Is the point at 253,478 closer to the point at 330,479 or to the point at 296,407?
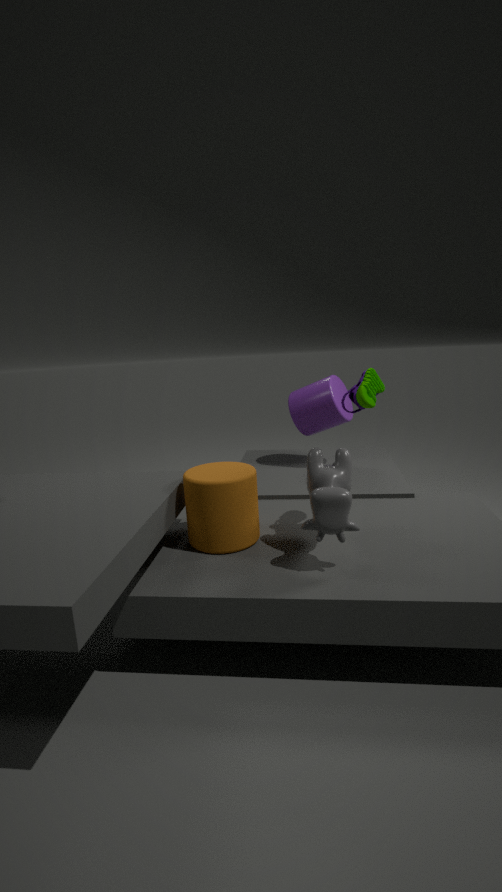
the point at 330,479
